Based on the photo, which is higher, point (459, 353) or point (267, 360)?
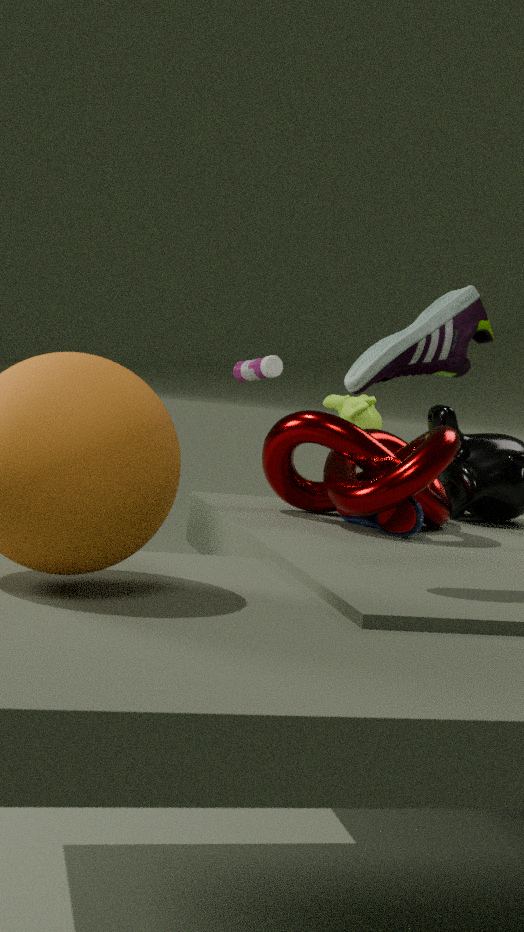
point (459, 353)
